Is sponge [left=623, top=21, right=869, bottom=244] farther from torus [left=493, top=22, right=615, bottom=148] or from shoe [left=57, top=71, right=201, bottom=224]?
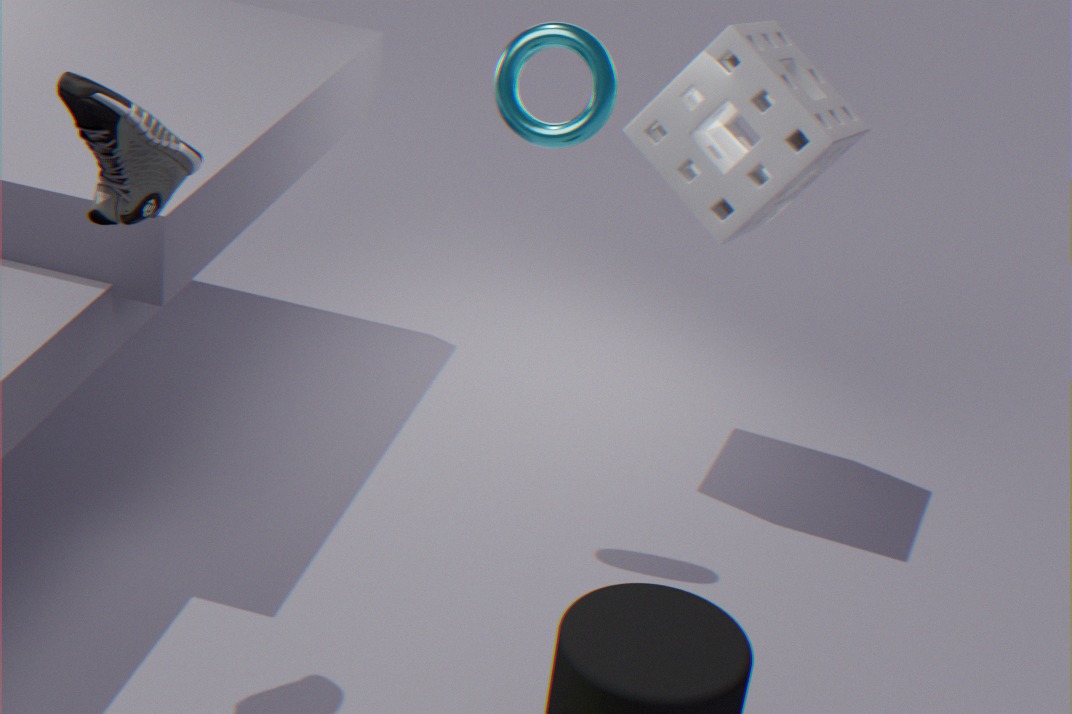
shoe [left=57, top=71, right=201, bottom=224]
